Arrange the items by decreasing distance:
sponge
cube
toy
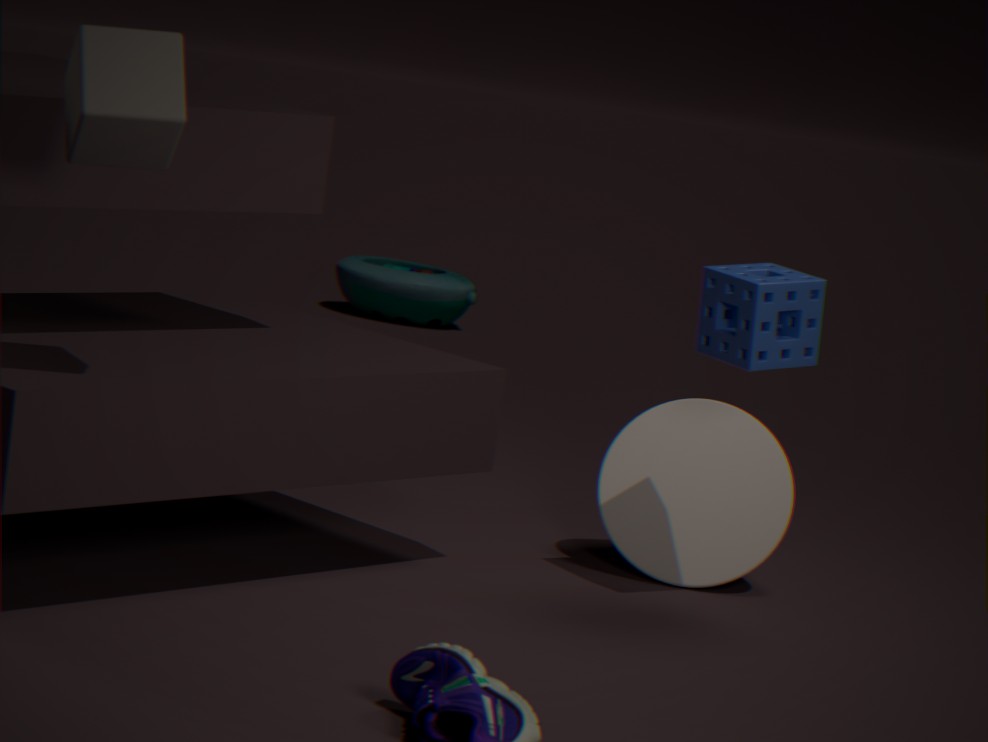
toy → sponge → cube
